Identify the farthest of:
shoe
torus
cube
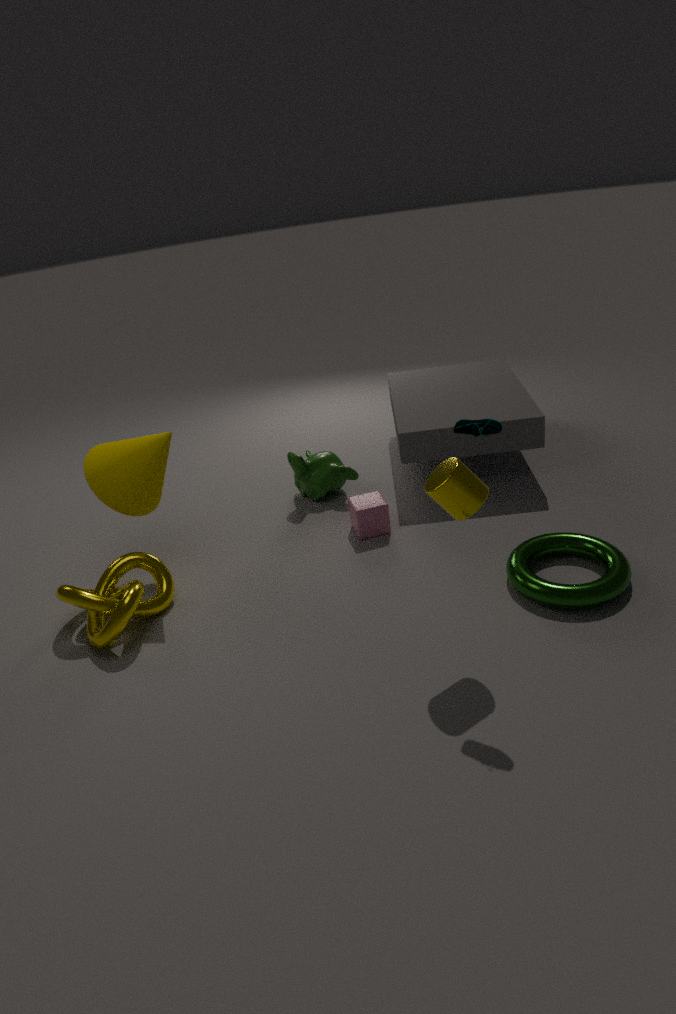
cube
